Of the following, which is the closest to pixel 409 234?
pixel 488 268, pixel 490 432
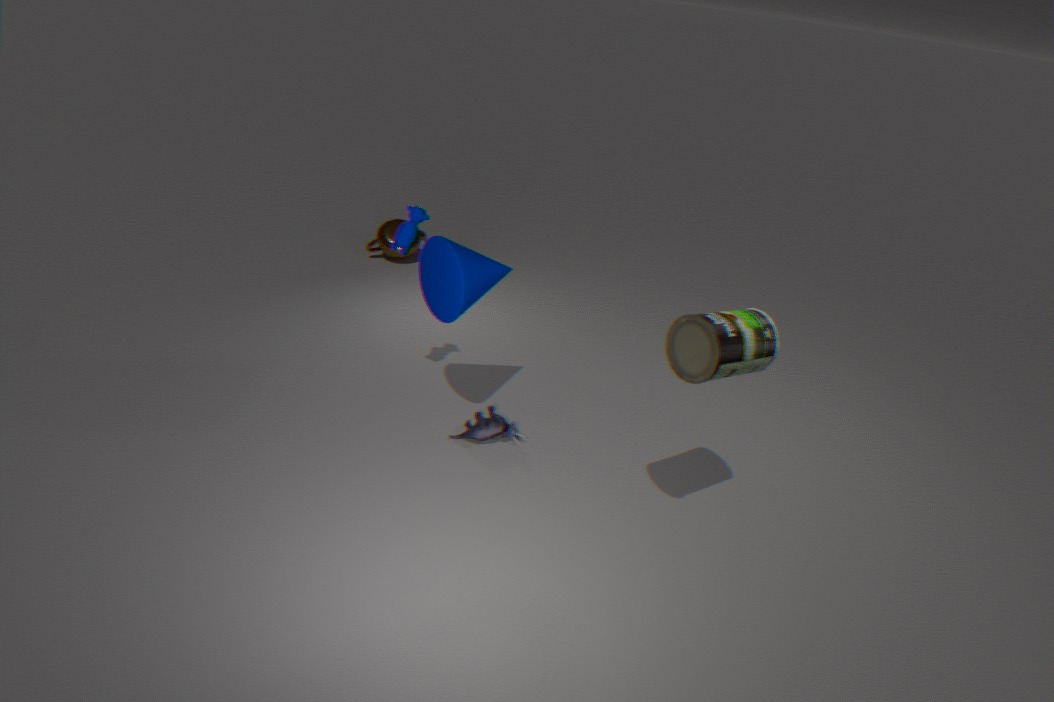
pixel 488 268
